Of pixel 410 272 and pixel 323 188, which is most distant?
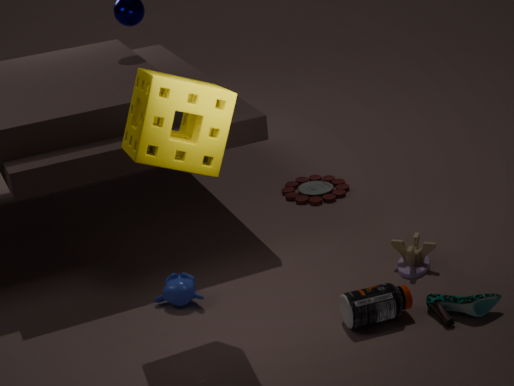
pixel 323 188
